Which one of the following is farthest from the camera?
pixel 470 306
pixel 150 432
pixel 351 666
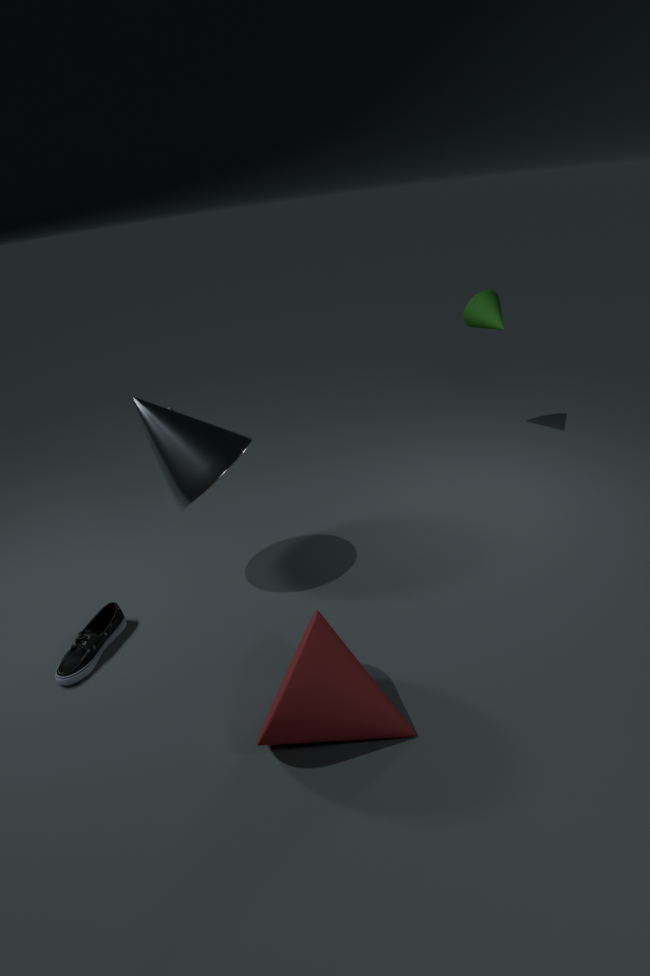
pixel 470 306
